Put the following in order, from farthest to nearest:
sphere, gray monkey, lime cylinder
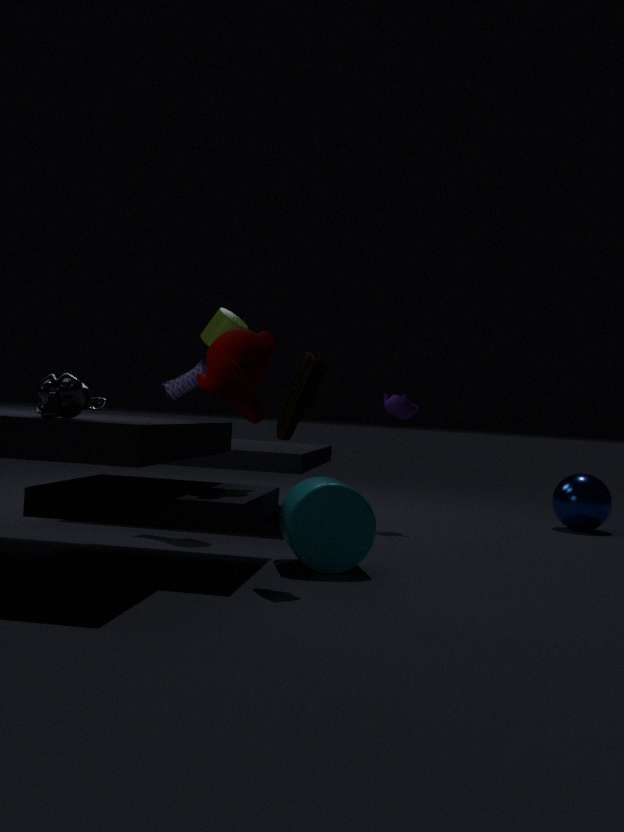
1. sphere
2. lime cylinder
3. gray monkey
